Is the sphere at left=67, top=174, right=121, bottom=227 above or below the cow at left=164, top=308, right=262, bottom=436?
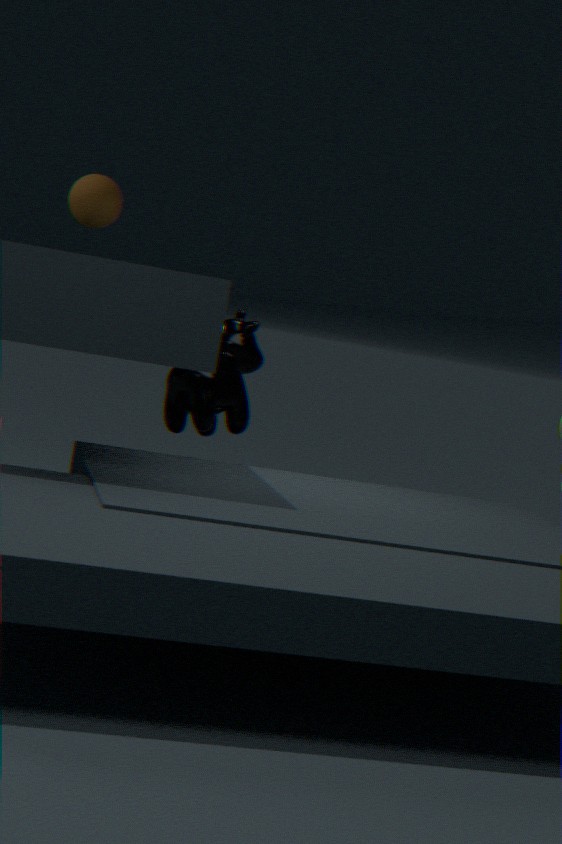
above
